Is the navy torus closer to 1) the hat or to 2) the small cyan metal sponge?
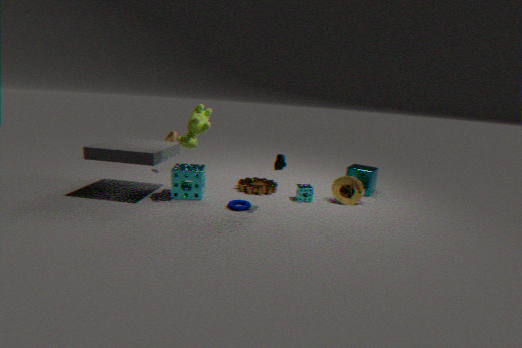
2) the small cyan metal sponge
